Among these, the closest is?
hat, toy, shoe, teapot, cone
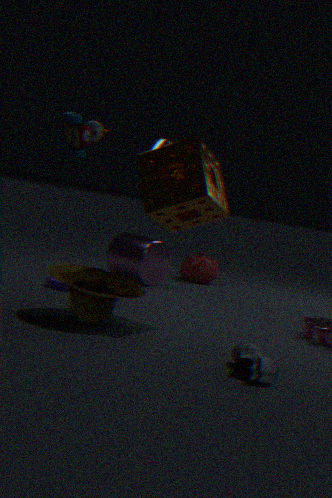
shoe
